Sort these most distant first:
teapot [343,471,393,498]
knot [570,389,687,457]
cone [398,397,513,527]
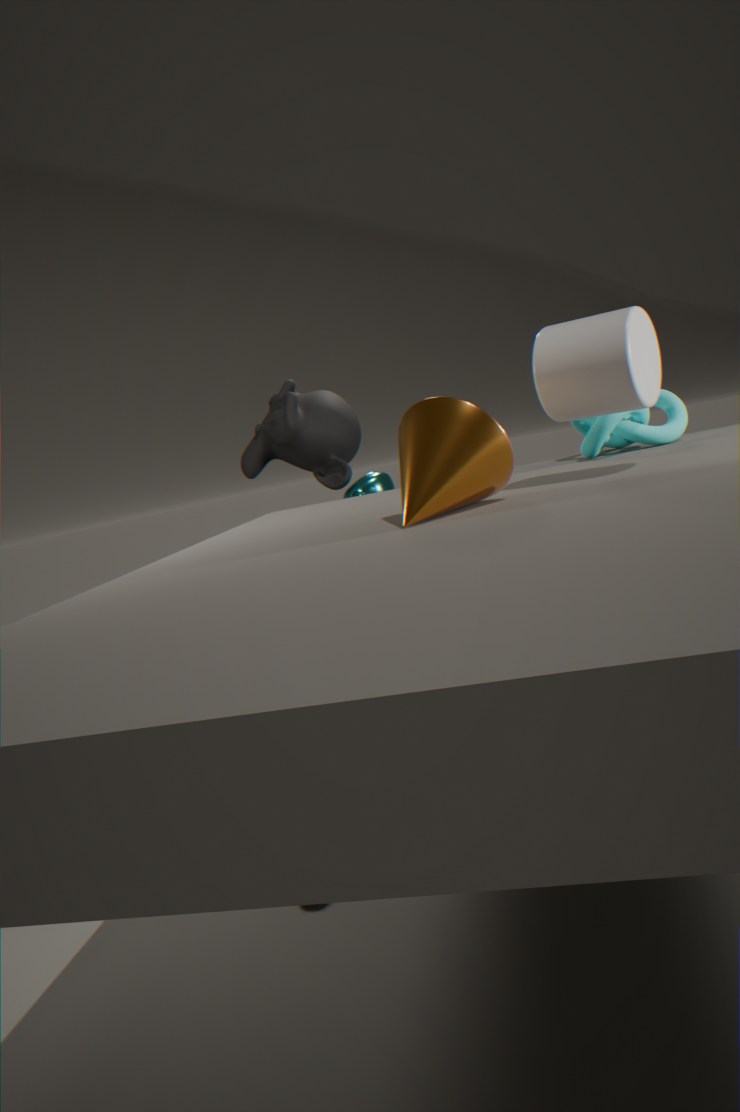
teapot [343,471,393,498]
knot [570,389,687,457]
cone [398,397,513,527]
